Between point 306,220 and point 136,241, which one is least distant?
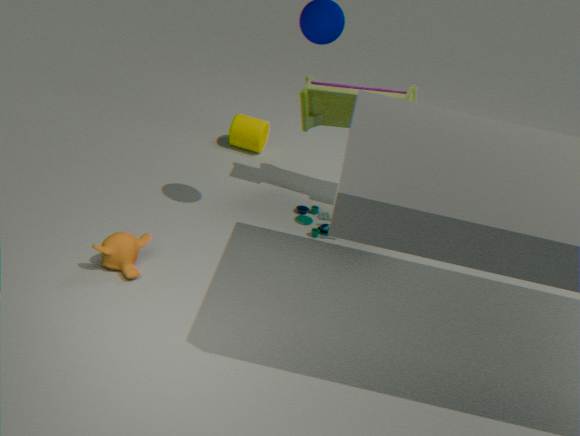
point 136,241
